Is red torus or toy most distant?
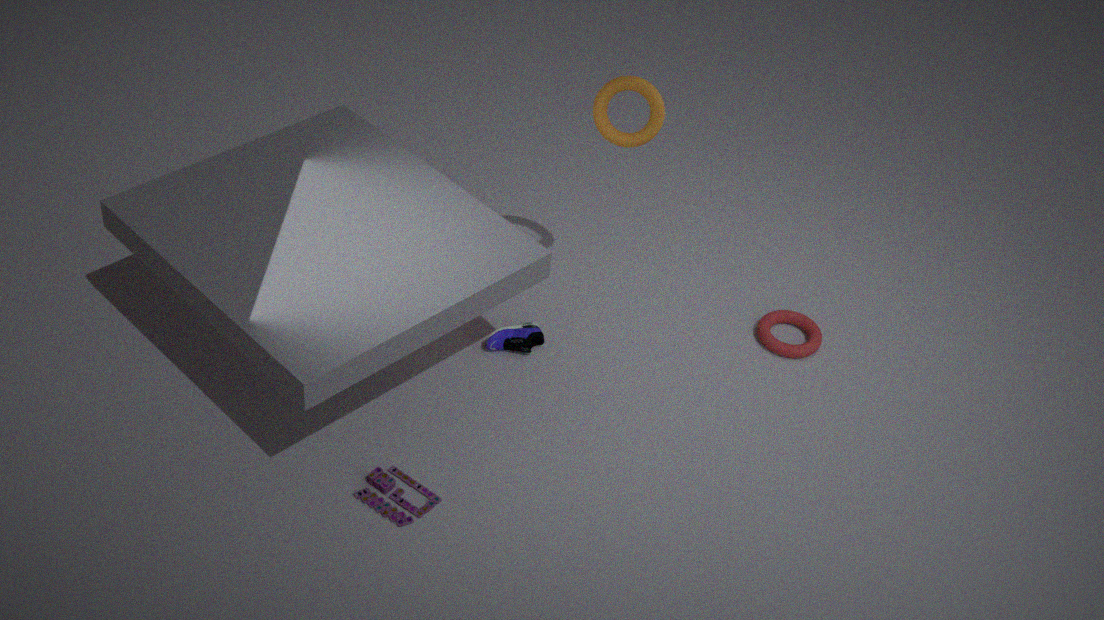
red torus
